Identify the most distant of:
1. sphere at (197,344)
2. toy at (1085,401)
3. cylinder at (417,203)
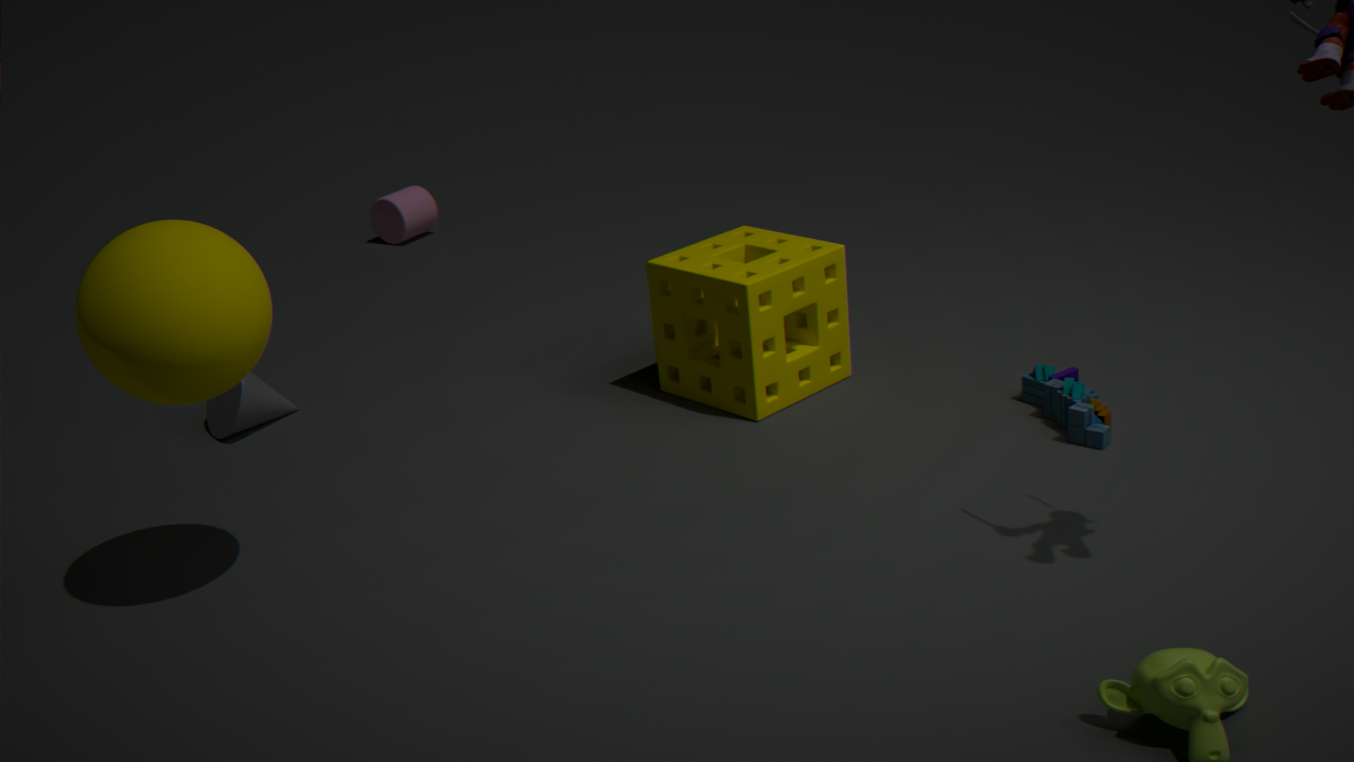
cylinder at (417,203)
